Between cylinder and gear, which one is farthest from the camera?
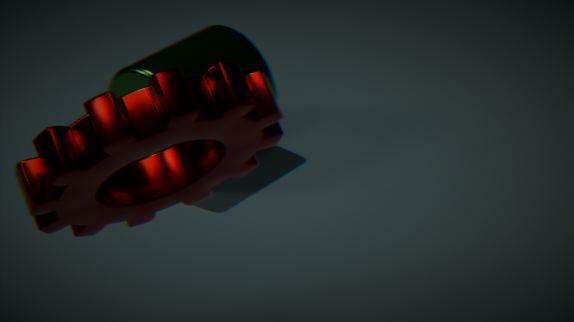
cylinder
